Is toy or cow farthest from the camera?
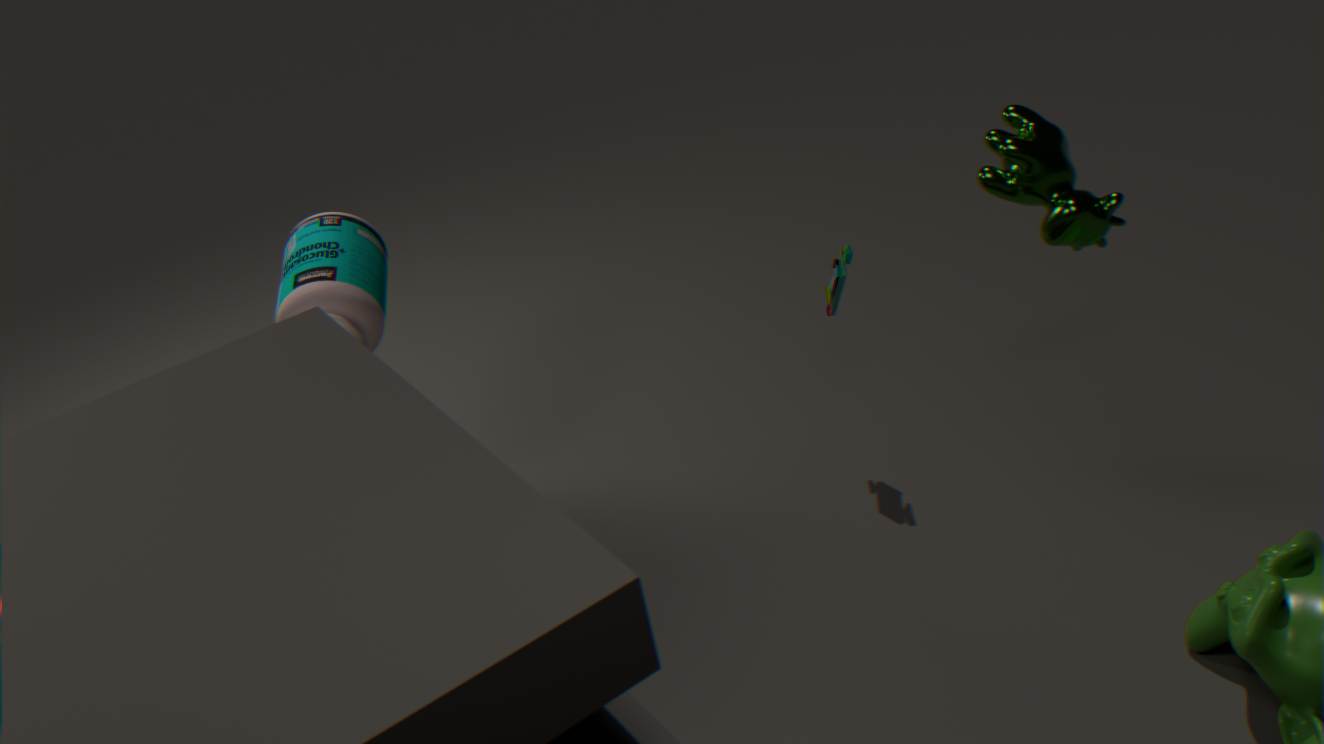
toy
